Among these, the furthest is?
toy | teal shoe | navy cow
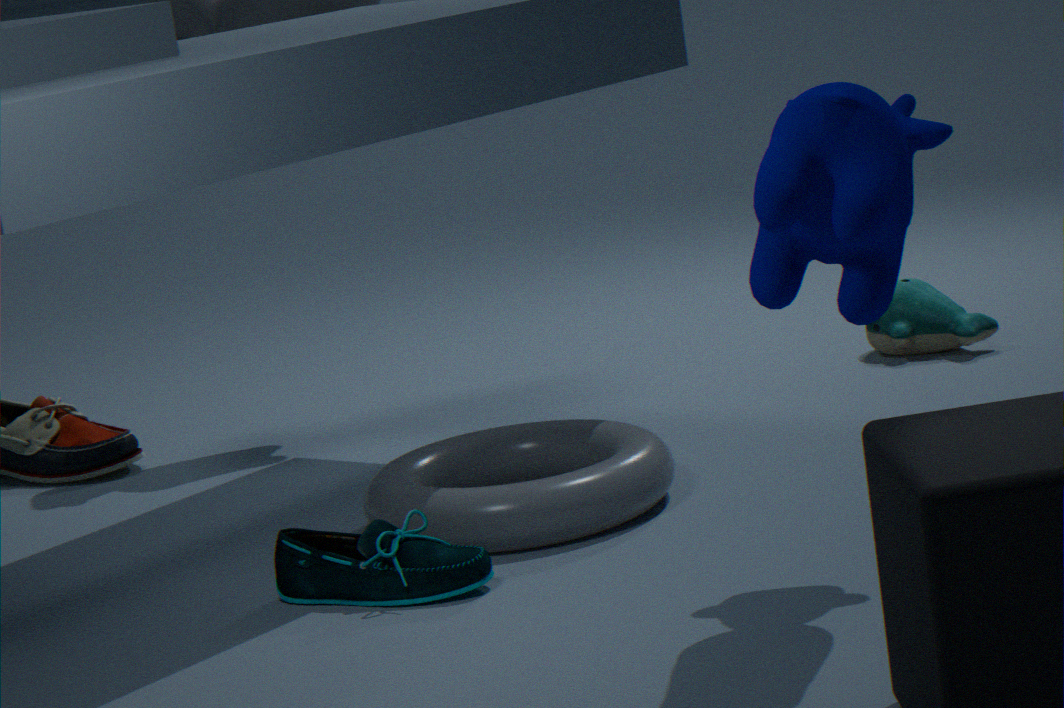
toy
